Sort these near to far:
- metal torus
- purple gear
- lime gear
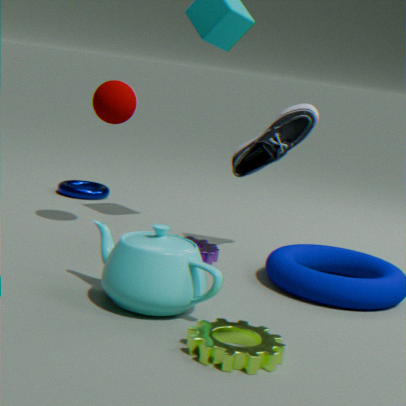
lime gear
purple gear
metal torus
